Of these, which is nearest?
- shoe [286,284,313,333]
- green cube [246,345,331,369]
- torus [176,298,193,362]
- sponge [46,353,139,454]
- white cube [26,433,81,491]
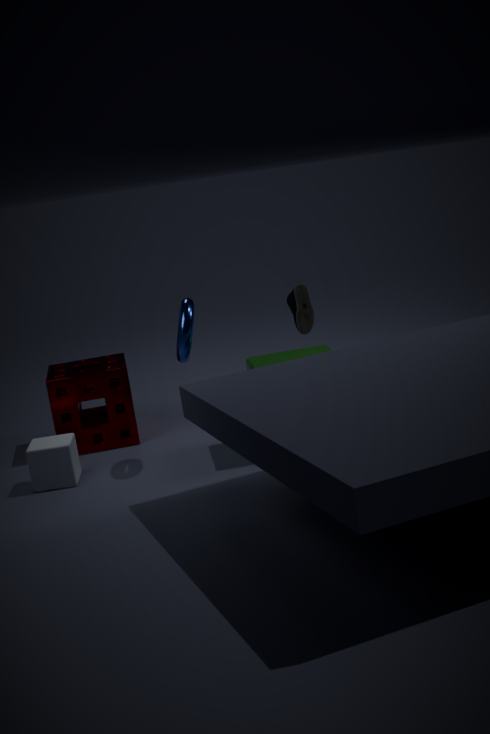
torus [176,298,193,362]
